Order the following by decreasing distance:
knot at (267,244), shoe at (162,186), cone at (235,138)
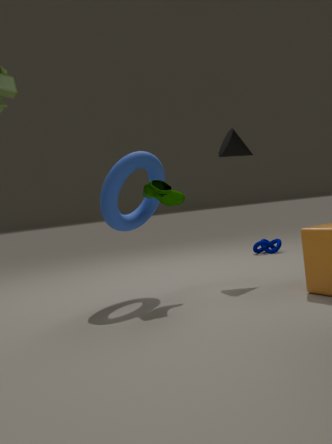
knot at (267,244)
cone at (235,138)
shoe at (162,186)
